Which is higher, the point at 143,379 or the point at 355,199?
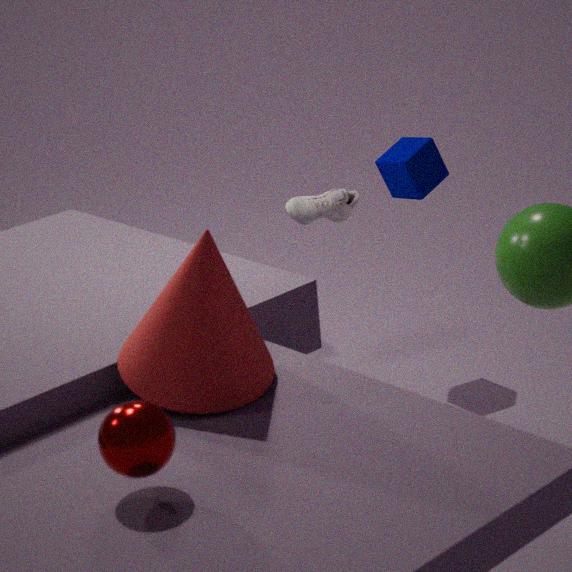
the point at 143,379
